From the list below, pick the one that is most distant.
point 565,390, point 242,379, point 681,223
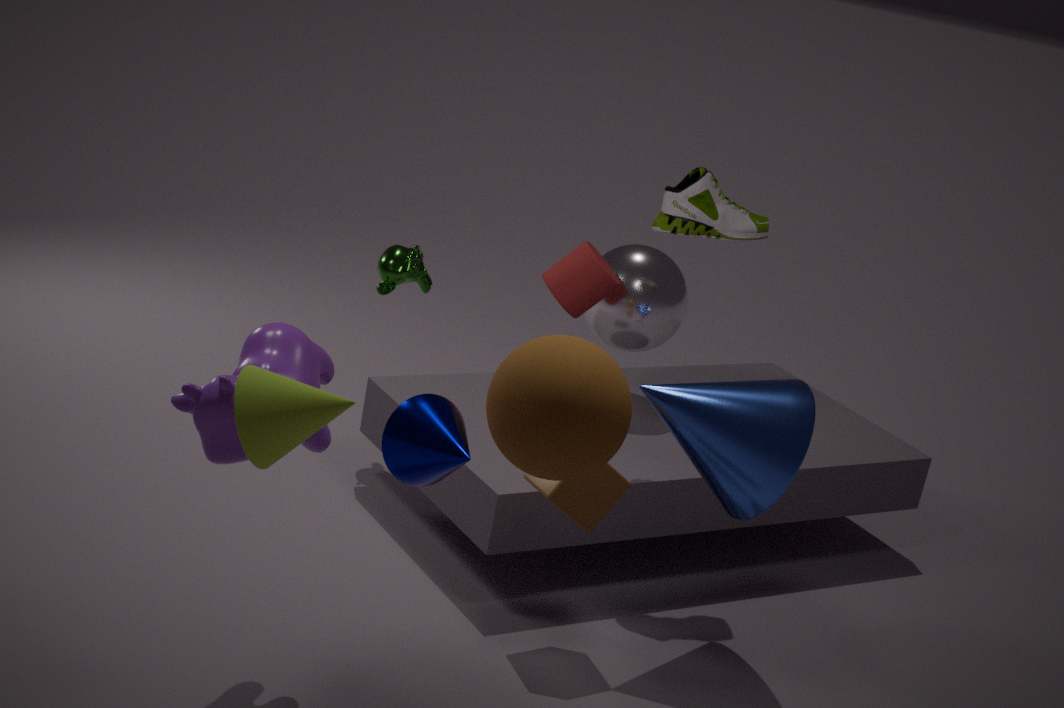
point 681,223
